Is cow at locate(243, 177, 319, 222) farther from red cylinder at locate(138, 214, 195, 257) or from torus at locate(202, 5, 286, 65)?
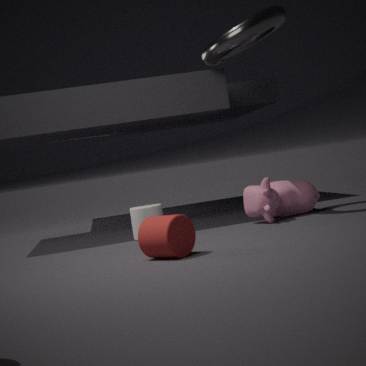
red cylinder at locate(138, 214, 195, 257)
